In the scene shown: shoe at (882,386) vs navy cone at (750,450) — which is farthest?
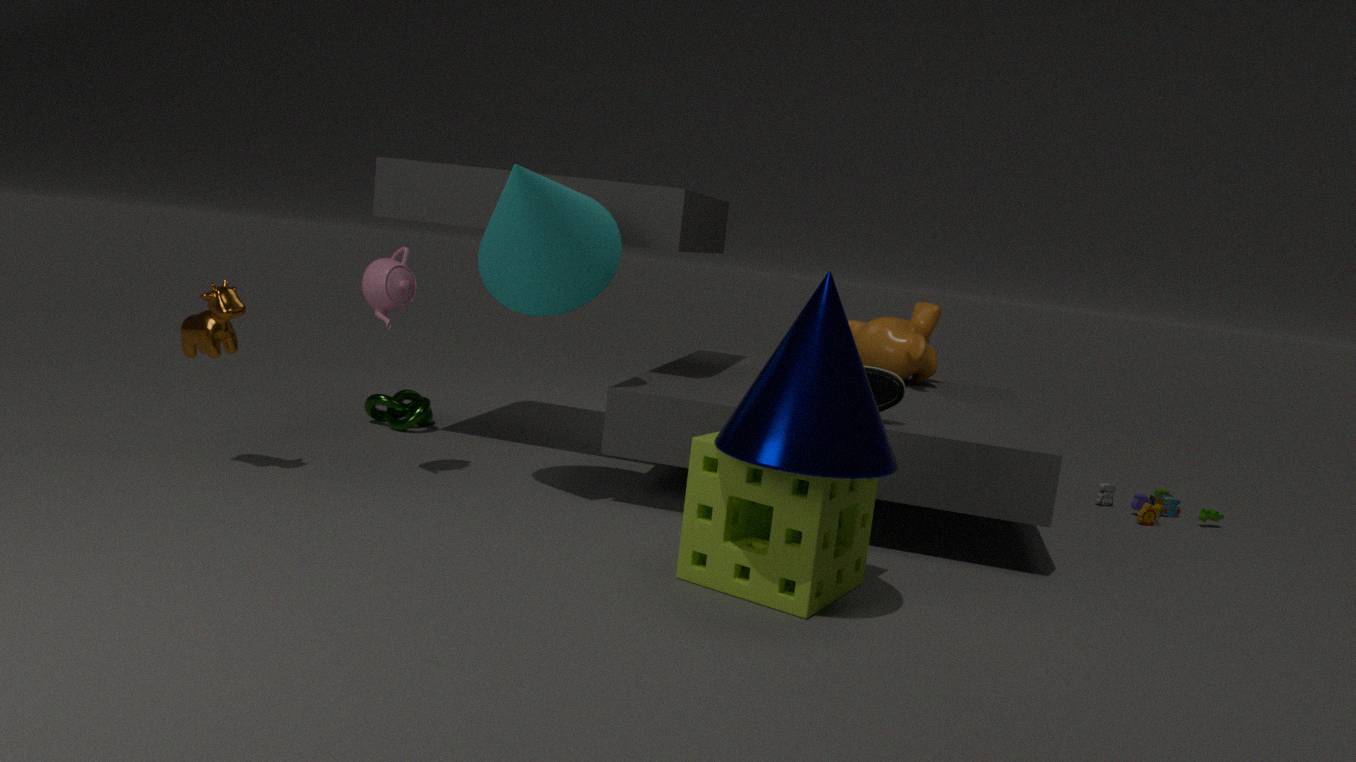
shoe at (882,386)
